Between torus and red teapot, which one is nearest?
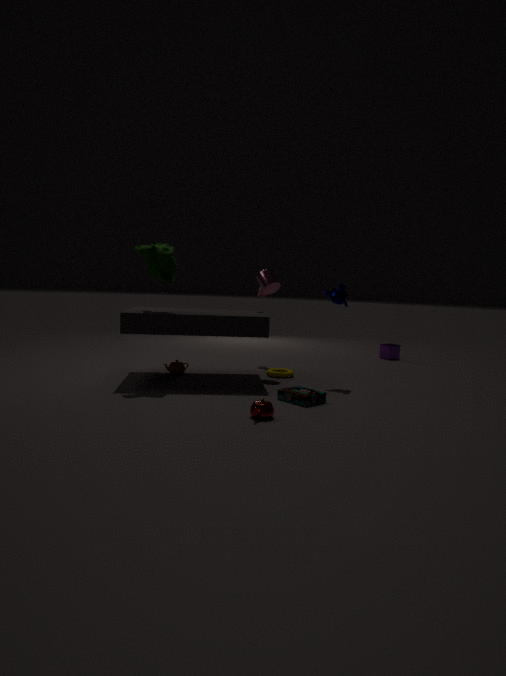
red teapot
